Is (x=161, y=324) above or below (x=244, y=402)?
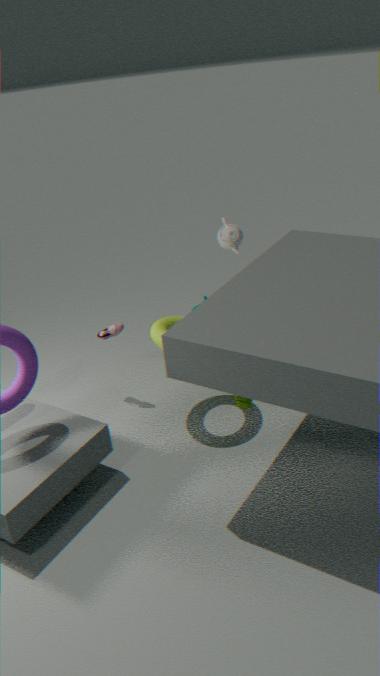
below
